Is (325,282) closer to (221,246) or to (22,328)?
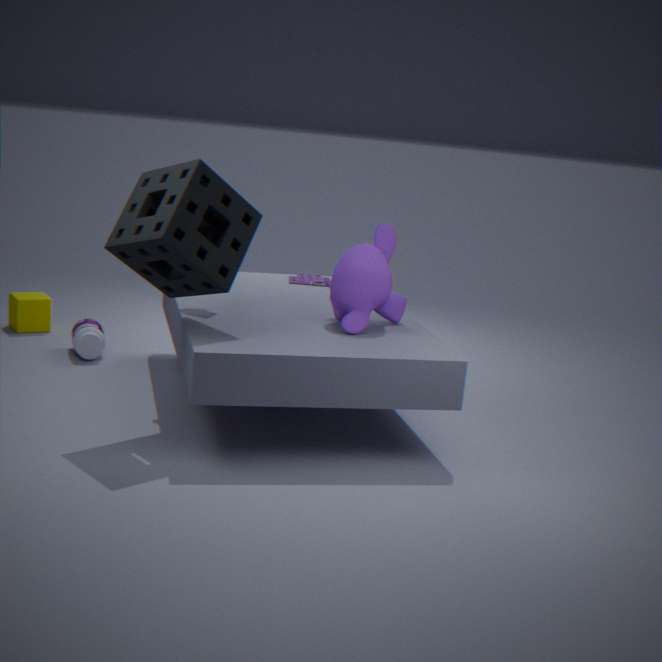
(221,246)
